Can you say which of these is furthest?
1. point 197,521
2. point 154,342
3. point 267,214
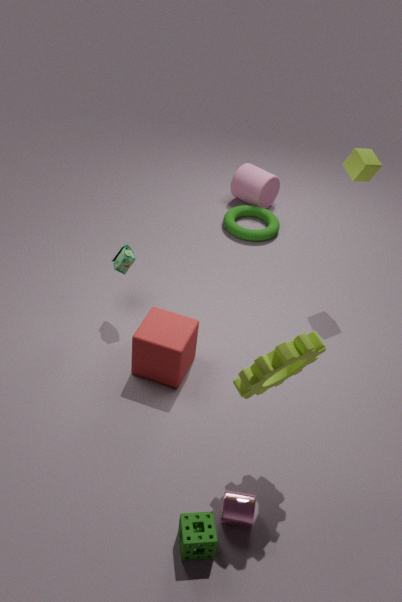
point 267,214
